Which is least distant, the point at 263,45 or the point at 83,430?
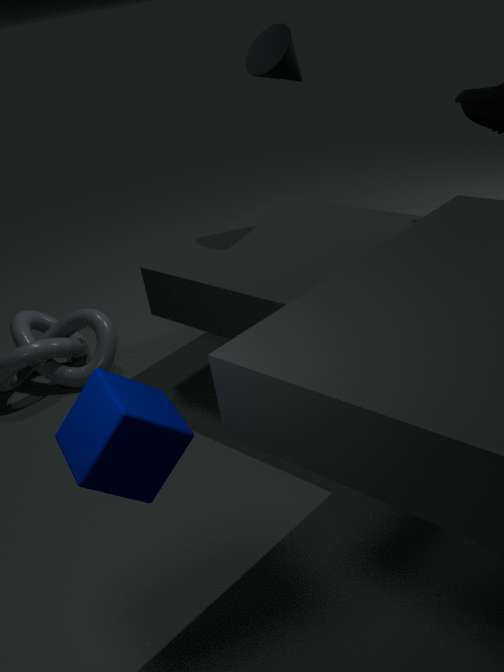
the point at 83,430
